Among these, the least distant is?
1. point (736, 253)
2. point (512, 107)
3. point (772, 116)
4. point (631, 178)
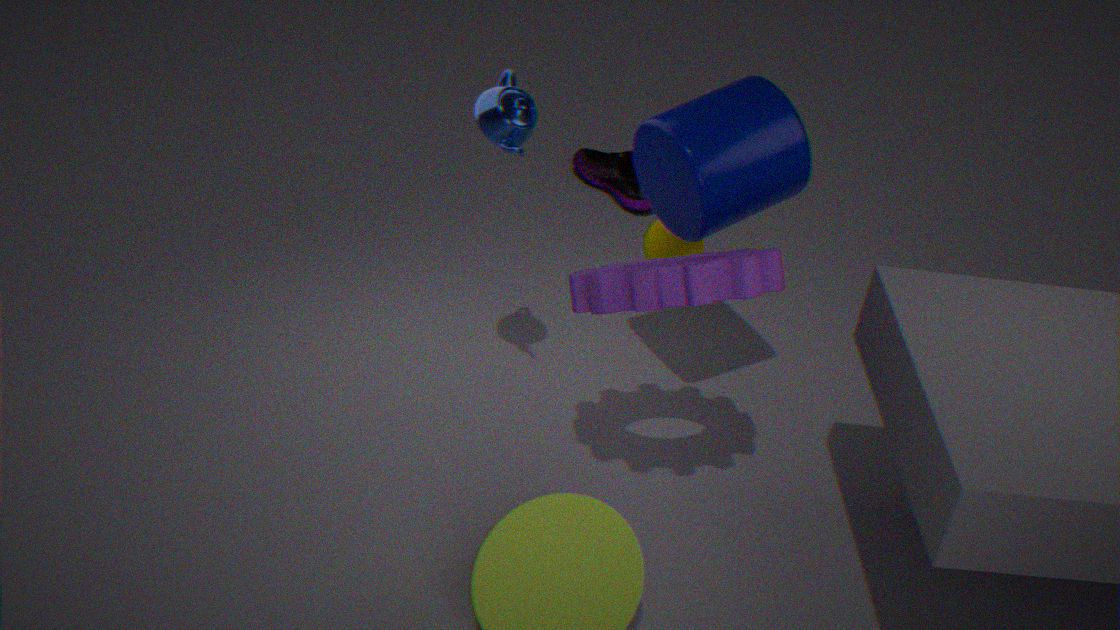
point (736, 253)
